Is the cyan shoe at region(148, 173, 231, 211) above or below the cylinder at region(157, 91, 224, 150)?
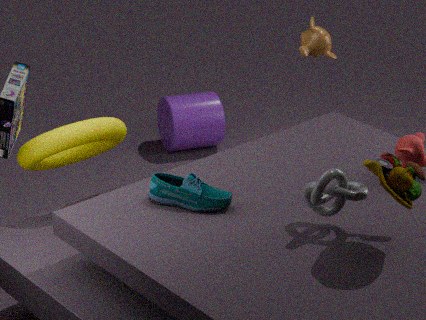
above
